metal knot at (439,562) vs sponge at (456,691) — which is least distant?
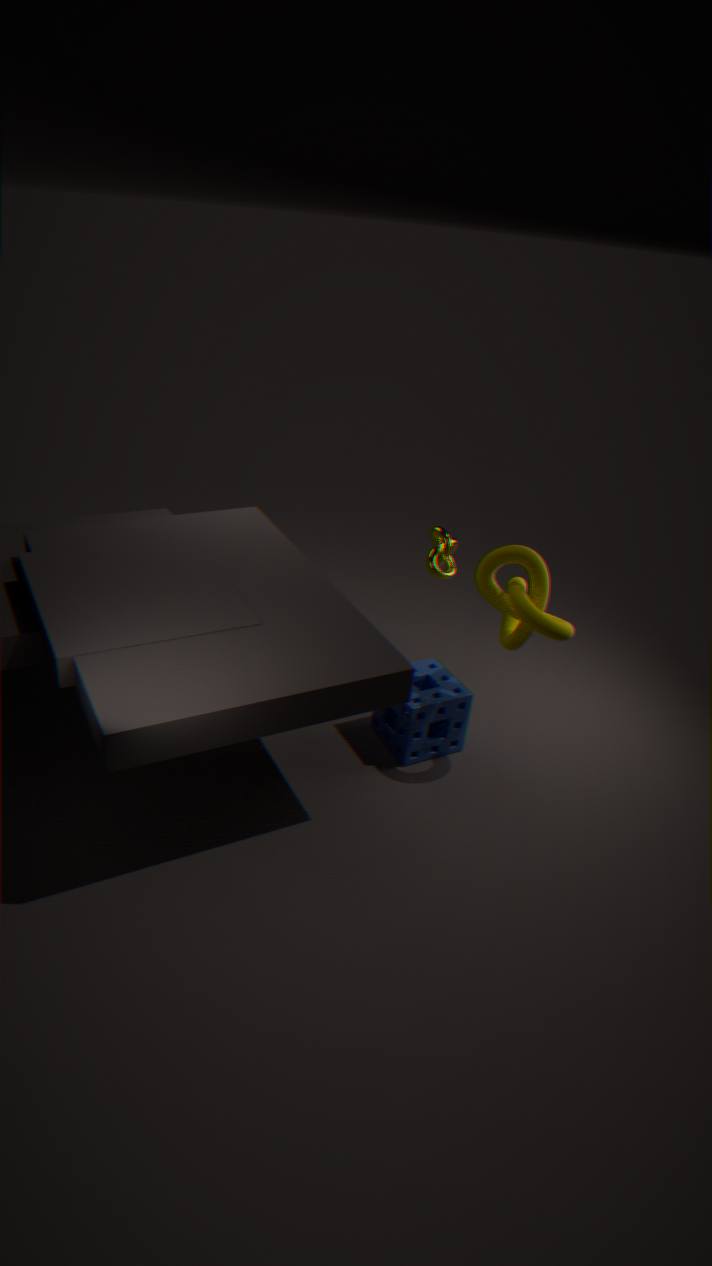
sponge at (456,691)
